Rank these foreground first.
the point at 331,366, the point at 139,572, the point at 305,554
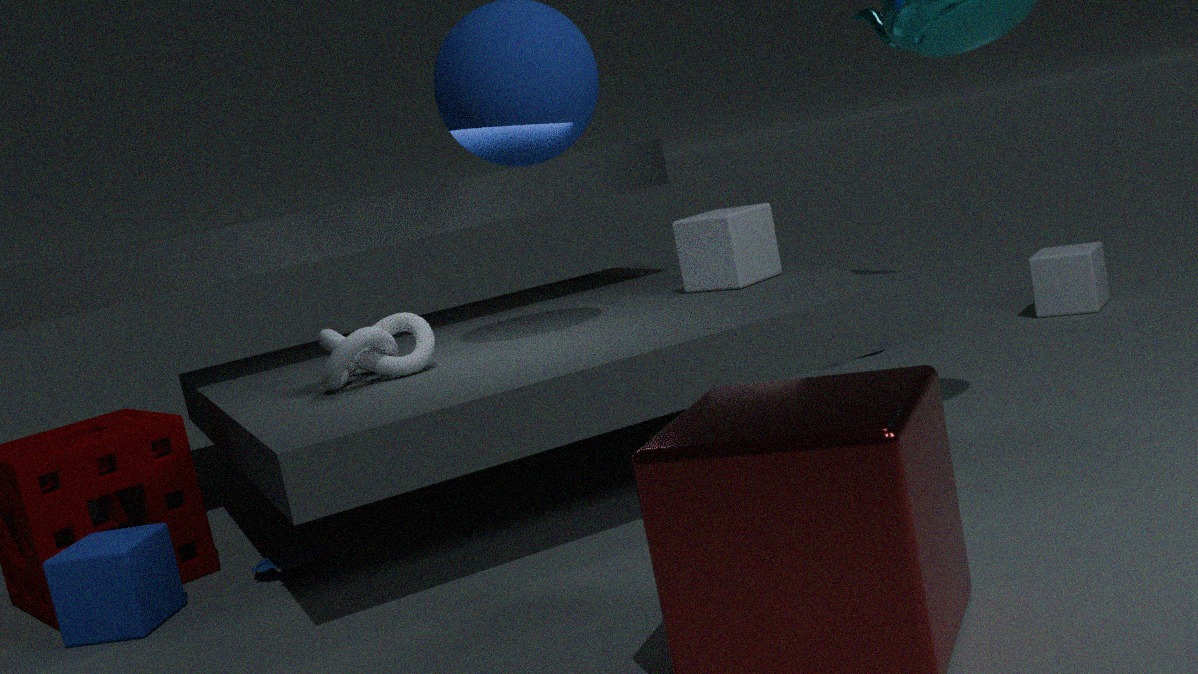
the point at 139,572 < the point at 331,366 < the point at 305,554
